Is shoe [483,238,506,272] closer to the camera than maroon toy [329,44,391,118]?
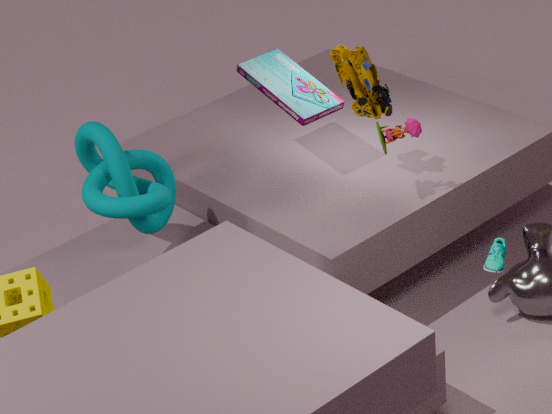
Yes
